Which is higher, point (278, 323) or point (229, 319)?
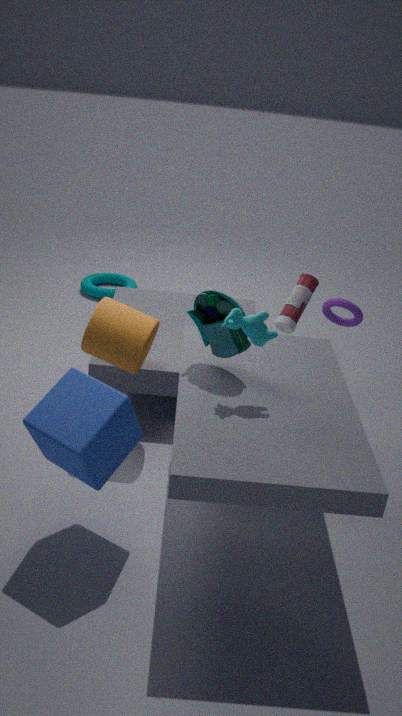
point (229, 319)
